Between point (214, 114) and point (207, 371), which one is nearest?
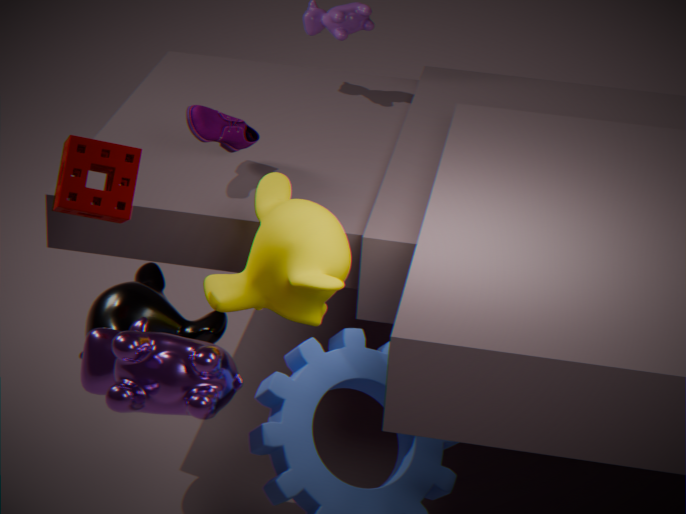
point (207, 371)
